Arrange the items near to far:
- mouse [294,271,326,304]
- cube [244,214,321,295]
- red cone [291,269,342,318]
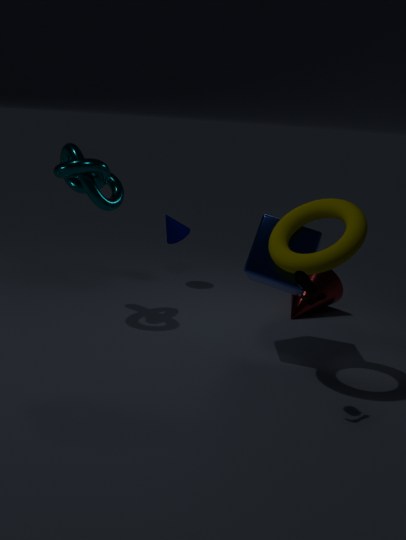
mouse [294,271,326,304]
cube [244,214,321,295]
red cone [291,269,342,318]
